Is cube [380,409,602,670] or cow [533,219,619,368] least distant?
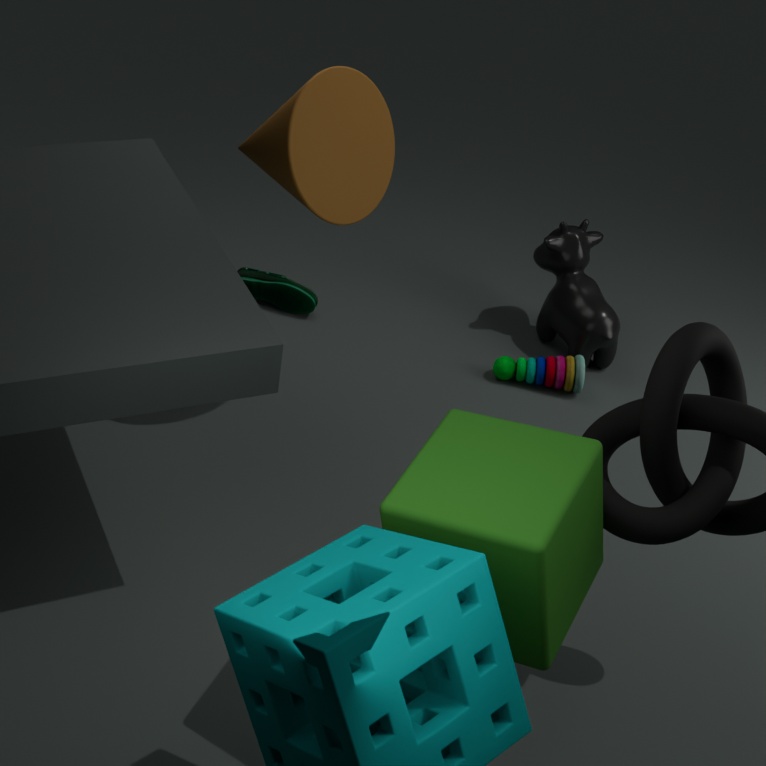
cube [380,409,602,670]
